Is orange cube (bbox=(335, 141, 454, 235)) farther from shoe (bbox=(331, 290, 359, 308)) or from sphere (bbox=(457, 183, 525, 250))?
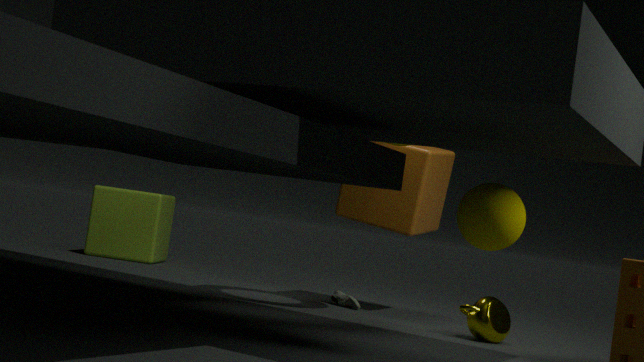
sphere (bbox=(457, 183, 525, 250))
